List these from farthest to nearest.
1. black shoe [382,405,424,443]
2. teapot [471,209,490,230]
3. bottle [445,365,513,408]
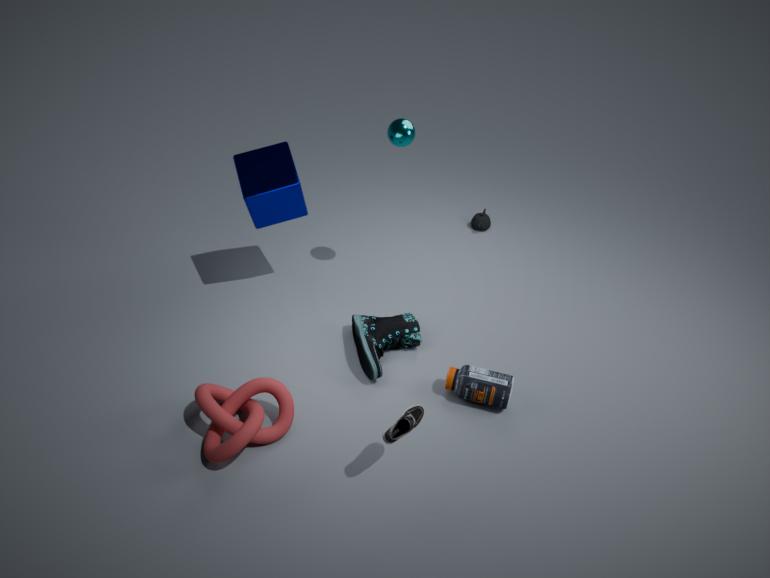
teapot [471,209,490,230], bottle [445,365,513,408], black shoe [382,405,424,443]
